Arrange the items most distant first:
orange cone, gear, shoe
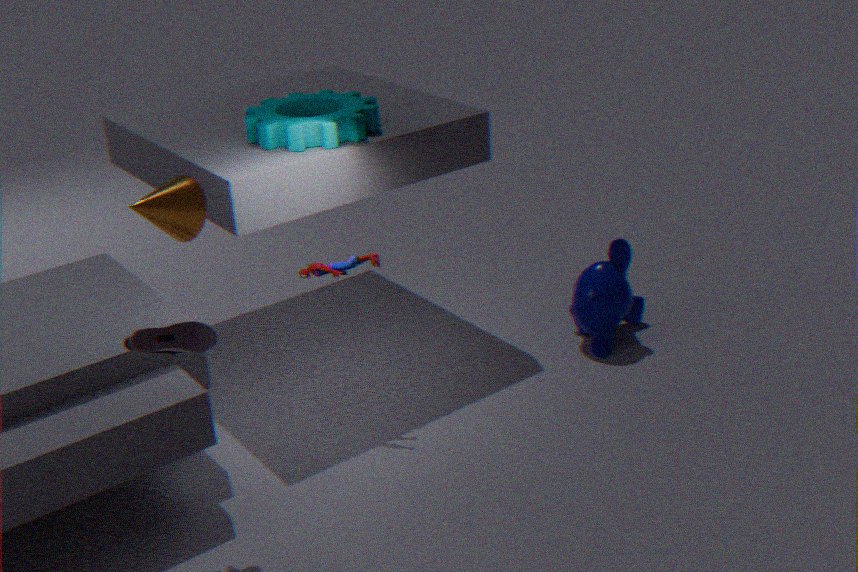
gear
shoe
orange cone
